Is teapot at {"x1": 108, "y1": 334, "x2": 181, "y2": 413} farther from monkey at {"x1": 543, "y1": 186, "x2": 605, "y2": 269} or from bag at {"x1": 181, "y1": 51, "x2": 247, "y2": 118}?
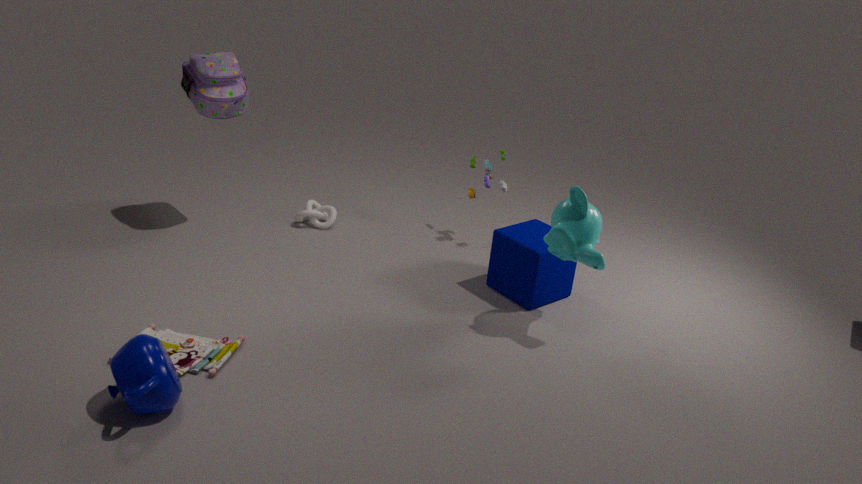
monkey at {"x1": 543, "y1": 186, "x2": 605, "y2": 269}
